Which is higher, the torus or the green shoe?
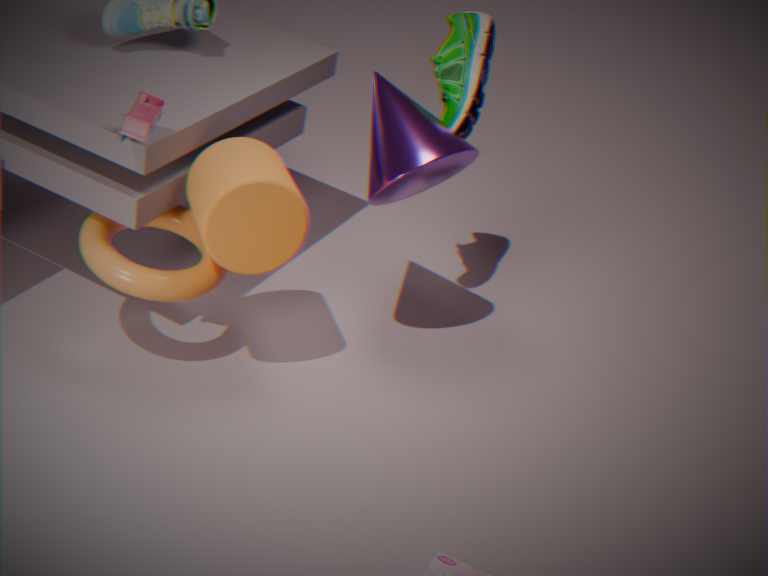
the green shoe
